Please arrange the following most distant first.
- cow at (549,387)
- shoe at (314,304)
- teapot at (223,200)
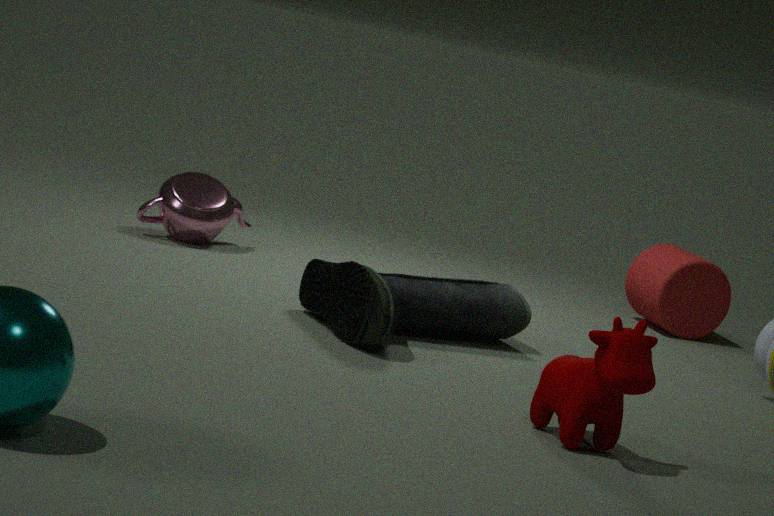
teapot at (223,200) → shoe at (314,304) → cow at (549,387)
